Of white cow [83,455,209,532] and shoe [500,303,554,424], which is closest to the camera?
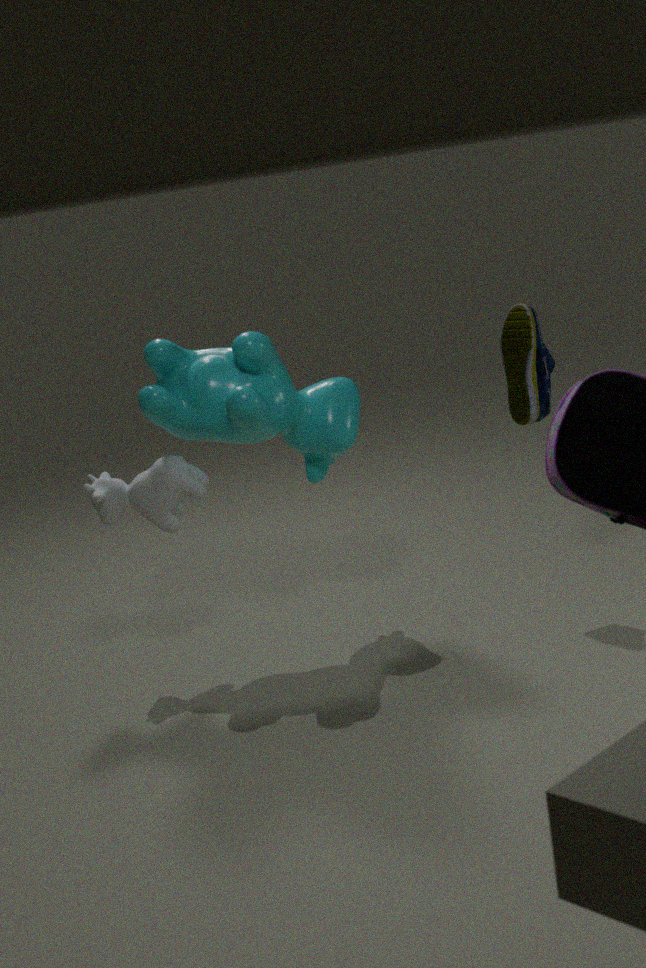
white cow [83,455,209,532]
